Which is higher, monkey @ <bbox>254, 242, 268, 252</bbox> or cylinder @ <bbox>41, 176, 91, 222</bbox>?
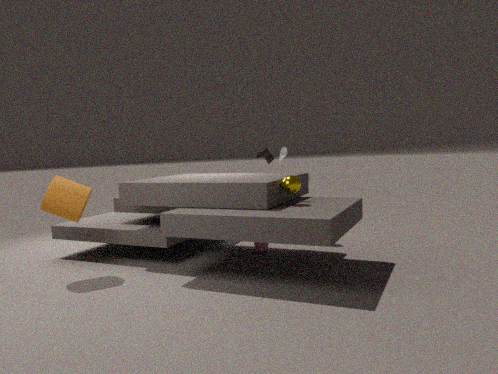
cylinder @ <bbox>41, 176, 91, 222</bbox>
